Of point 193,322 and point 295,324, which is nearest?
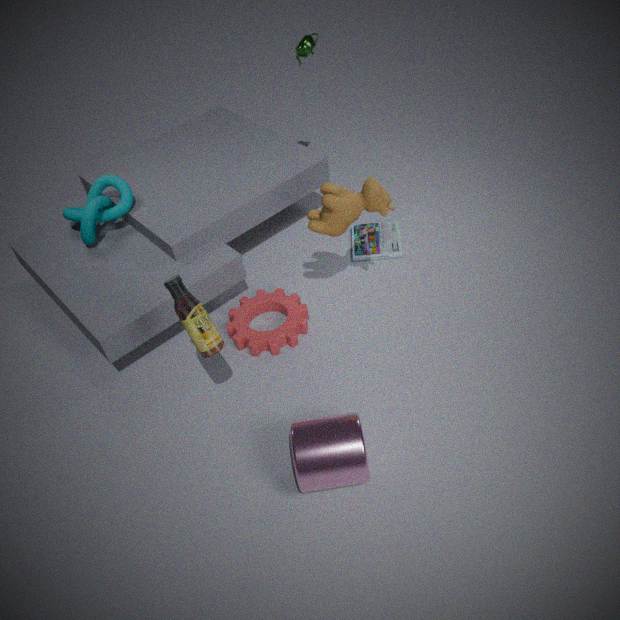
point 193,322
